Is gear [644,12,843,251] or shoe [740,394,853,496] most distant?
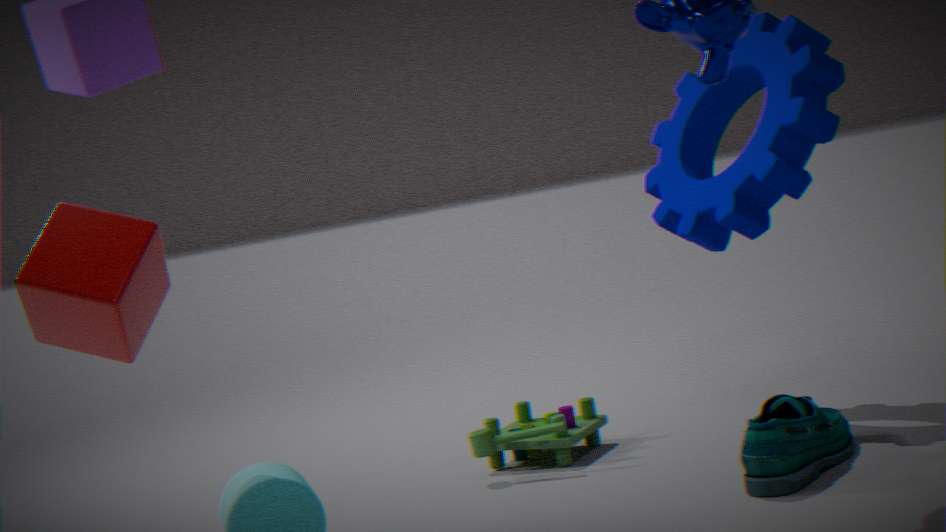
gear [644,12,843,251]
